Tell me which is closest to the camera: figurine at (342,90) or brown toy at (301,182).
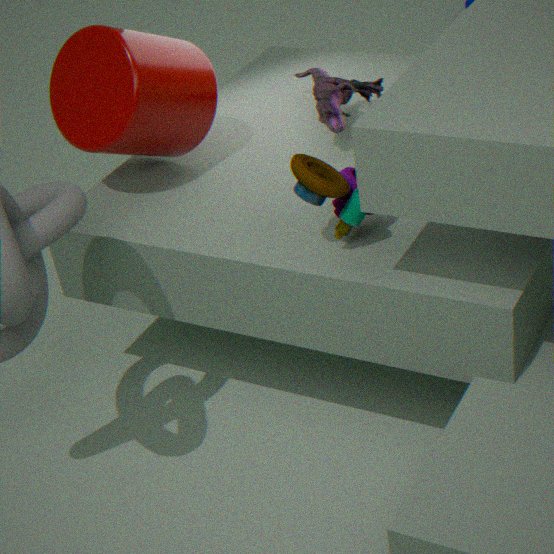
brown toy at (301,182)
